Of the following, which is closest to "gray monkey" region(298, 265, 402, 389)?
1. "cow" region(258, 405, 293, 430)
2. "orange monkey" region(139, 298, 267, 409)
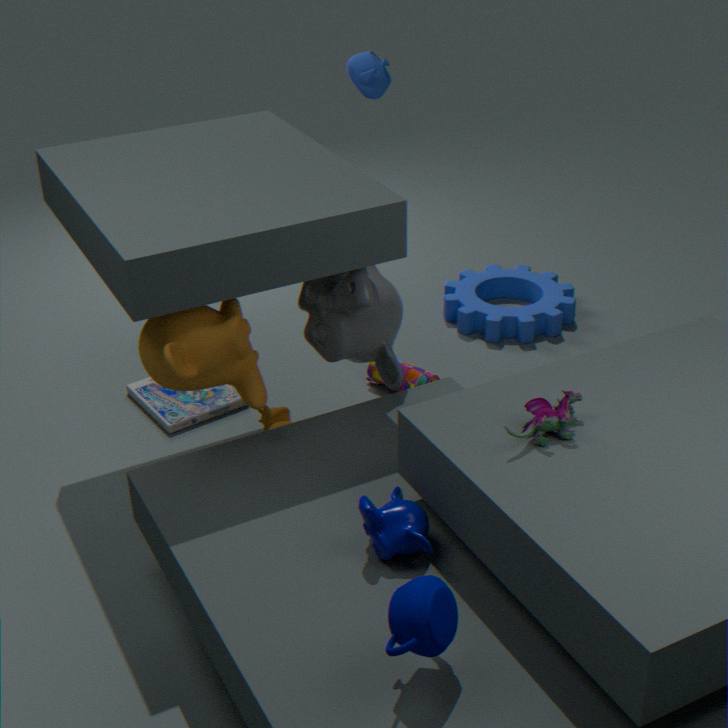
"orange monkey" region(139, 298, 267, 409)
